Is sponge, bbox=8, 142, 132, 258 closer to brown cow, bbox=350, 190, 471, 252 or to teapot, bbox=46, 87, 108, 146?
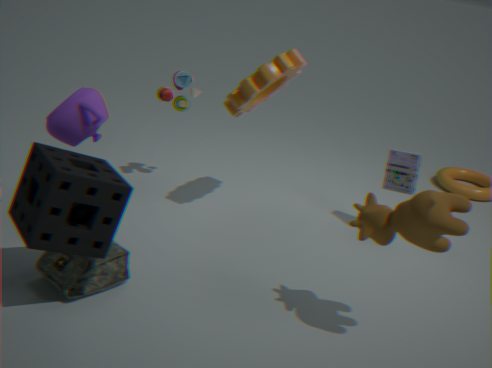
teapot, bbox=46, 87, 108, 146
